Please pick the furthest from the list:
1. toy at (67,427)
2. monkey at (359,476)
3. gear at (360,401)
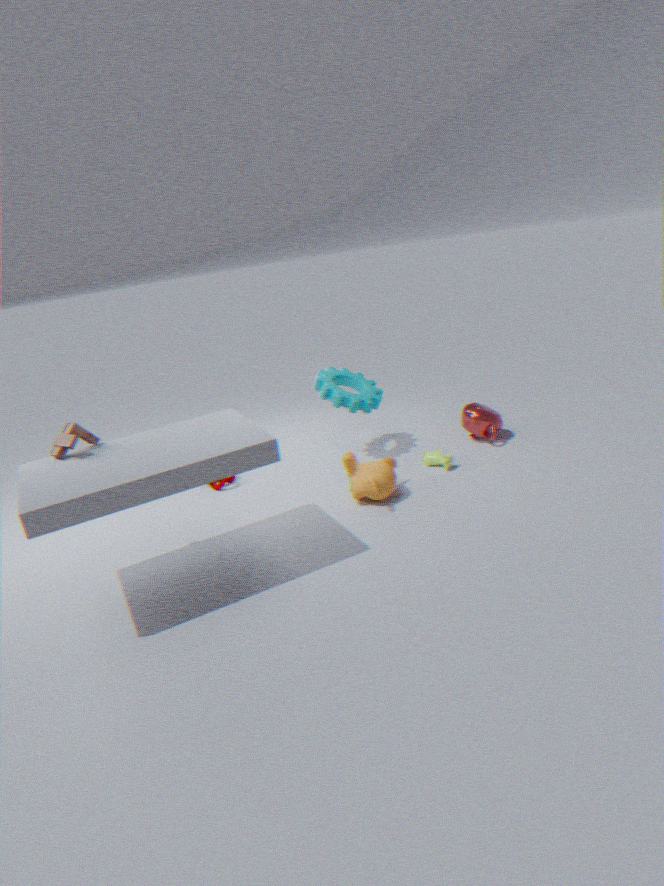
gear at (360,401)
